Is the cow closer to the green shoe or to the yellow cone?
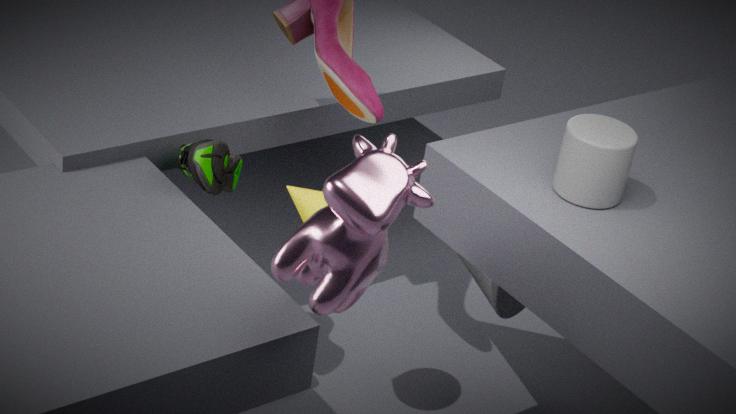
the yellow cone
